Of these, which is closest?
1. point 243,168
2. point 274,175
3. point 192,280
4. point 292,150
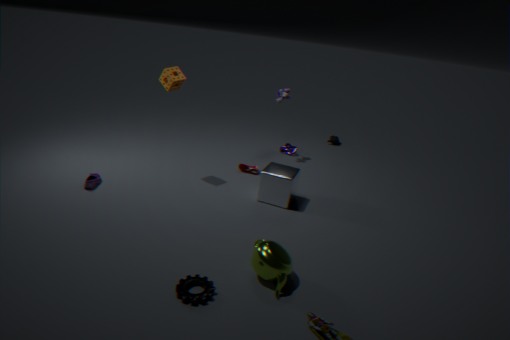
point 192,280
